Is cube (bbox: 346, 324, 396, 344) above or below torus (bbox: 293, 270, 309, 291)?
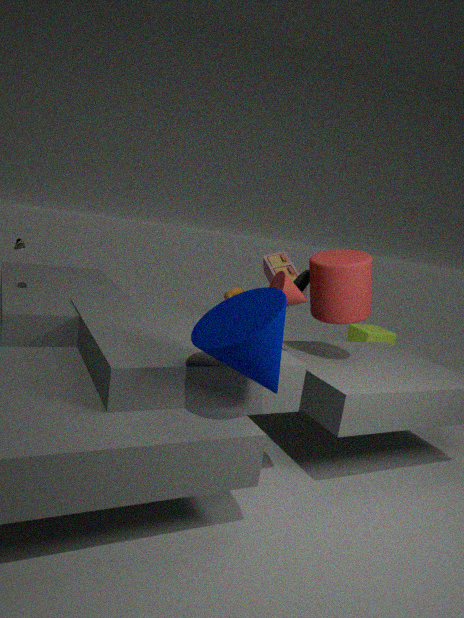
below
